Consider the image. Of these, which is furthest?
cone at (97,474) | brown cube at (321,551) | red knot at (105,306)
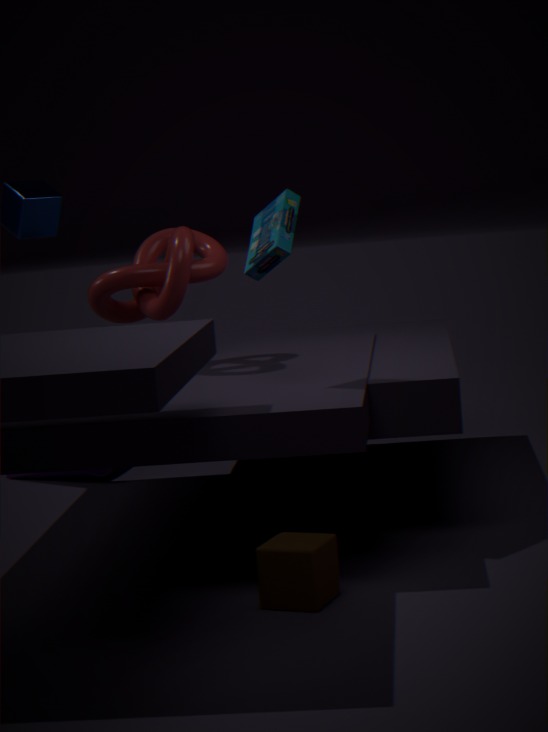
cone at (97,474)
